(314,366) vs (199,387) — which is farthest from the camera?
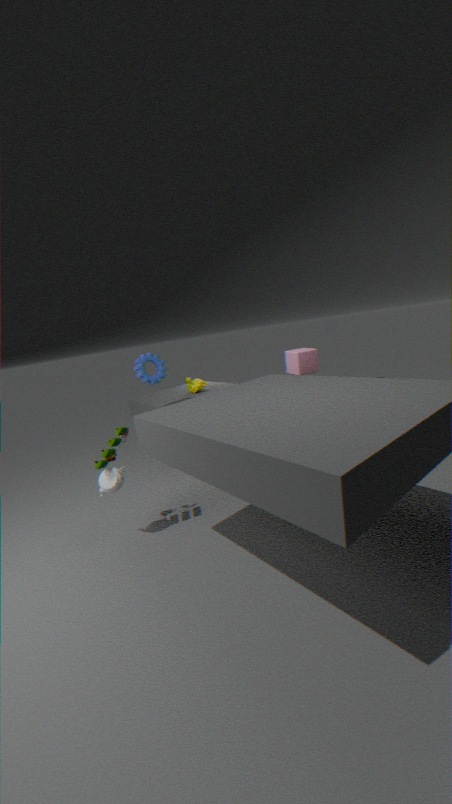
(199,387)
